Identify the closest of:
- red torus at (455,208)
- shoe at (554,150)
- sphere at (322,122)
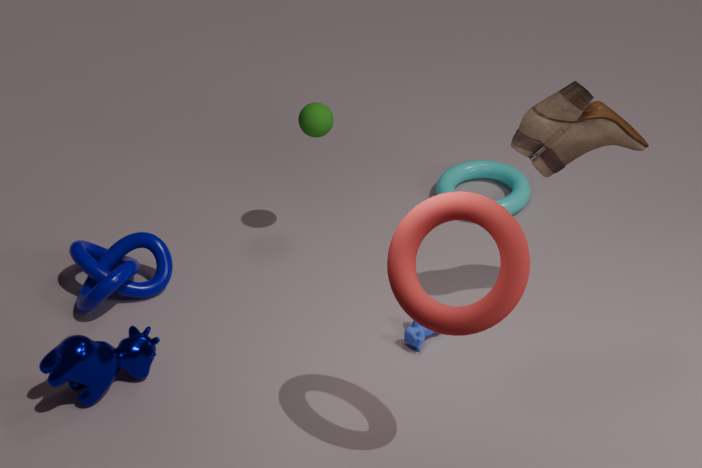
red torus at (455,208)
